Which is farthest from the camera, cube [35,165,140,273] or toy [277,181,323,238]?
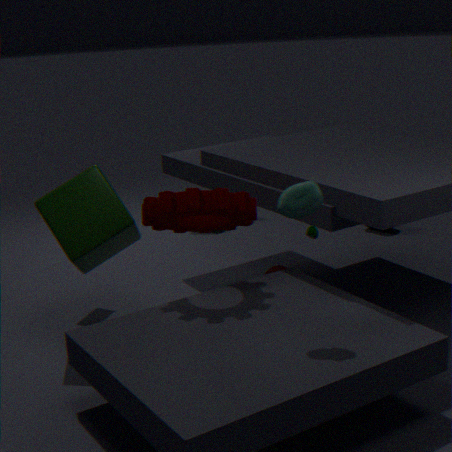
cube [35,165,140,273]
